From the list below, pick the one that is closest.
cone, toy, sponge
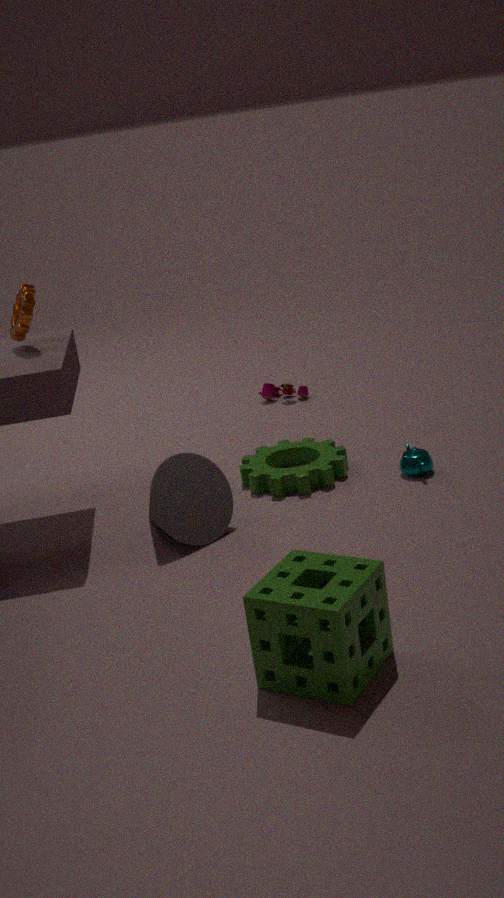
sponge
